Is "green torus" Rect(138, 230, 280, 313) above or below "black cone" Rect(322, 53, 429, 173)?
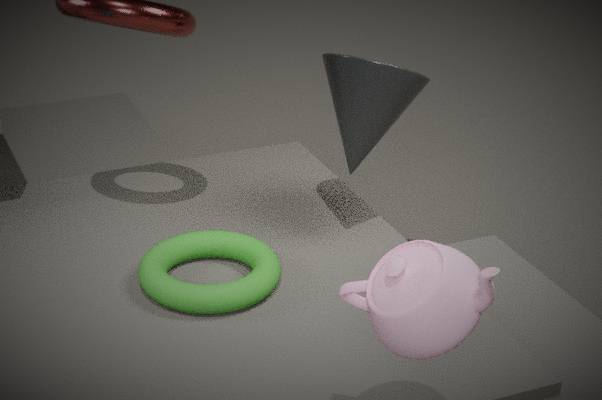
below
